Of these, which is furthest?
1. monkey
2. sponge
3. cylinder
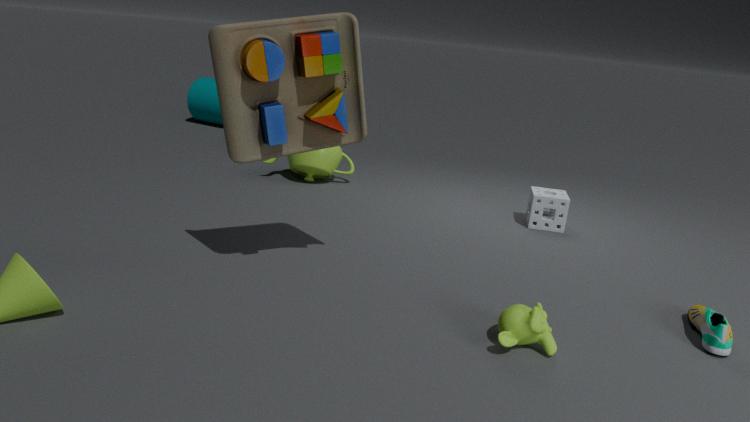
cylinder
